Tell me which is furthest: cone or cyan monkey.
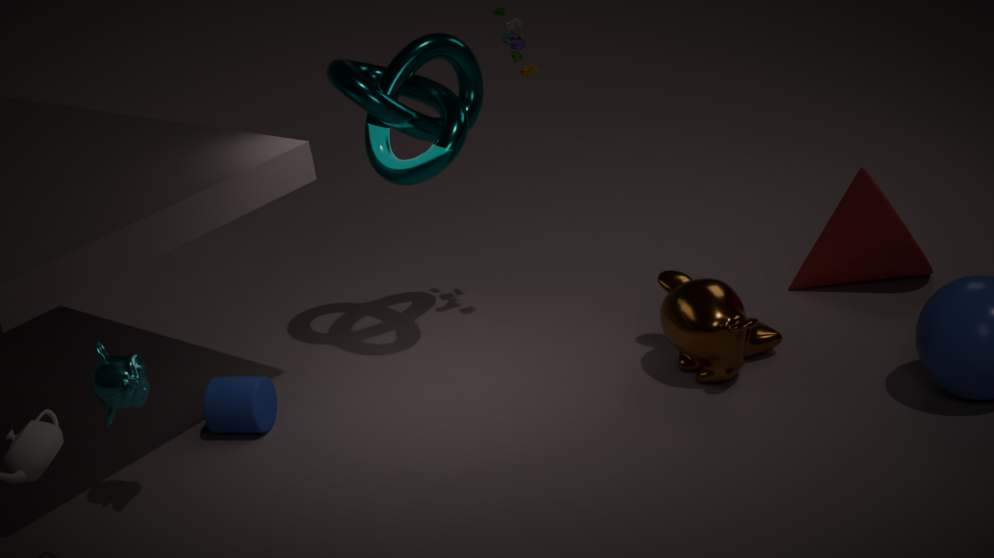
cone
